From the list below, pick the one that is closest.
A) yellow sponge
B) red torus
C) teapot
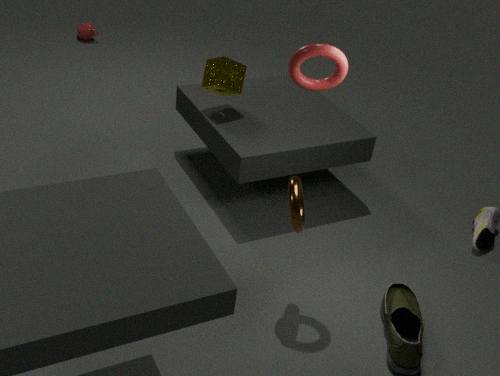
red torus
